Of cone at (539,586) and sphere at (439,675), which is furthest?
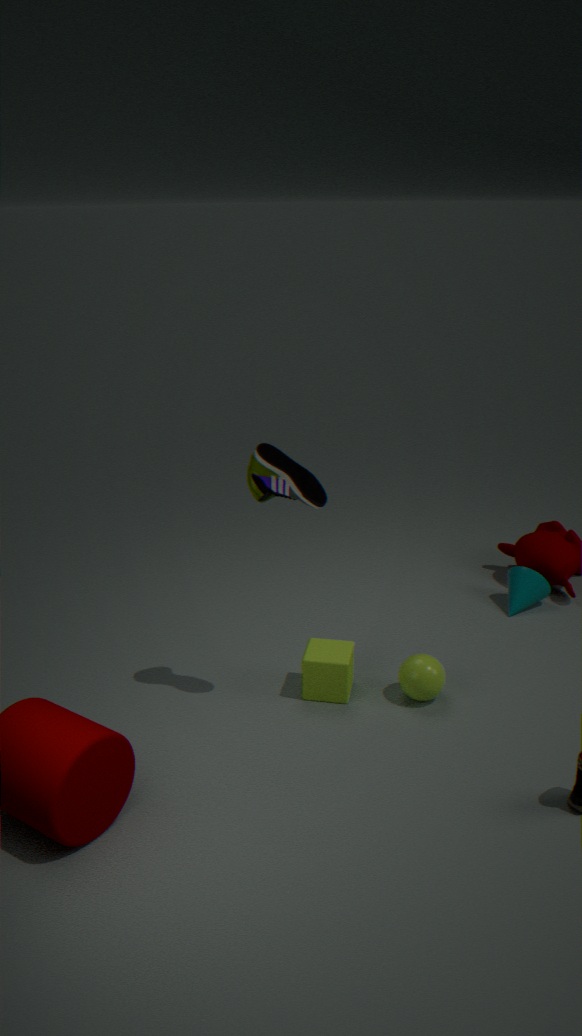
cone at (539,586)
